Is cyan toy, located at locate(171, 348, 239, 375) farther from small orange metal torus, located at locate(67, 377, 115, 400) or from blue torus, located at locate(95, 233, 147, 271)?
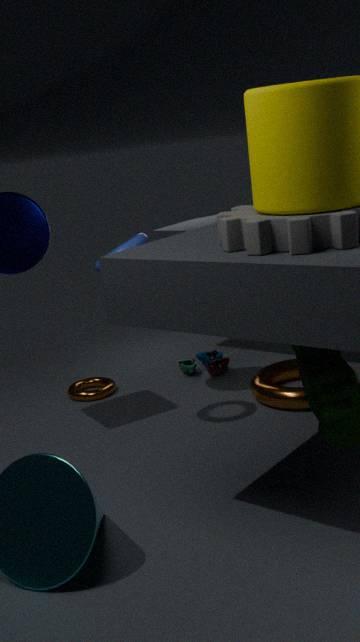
blue torus, located at locate(95, 233, 147, 271)
